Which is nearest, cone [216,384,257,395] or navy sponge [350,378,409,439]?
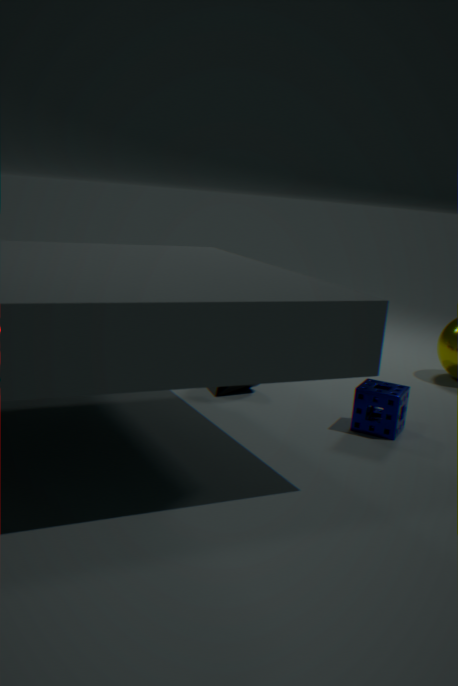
navy sponge [350,378,409,439]
